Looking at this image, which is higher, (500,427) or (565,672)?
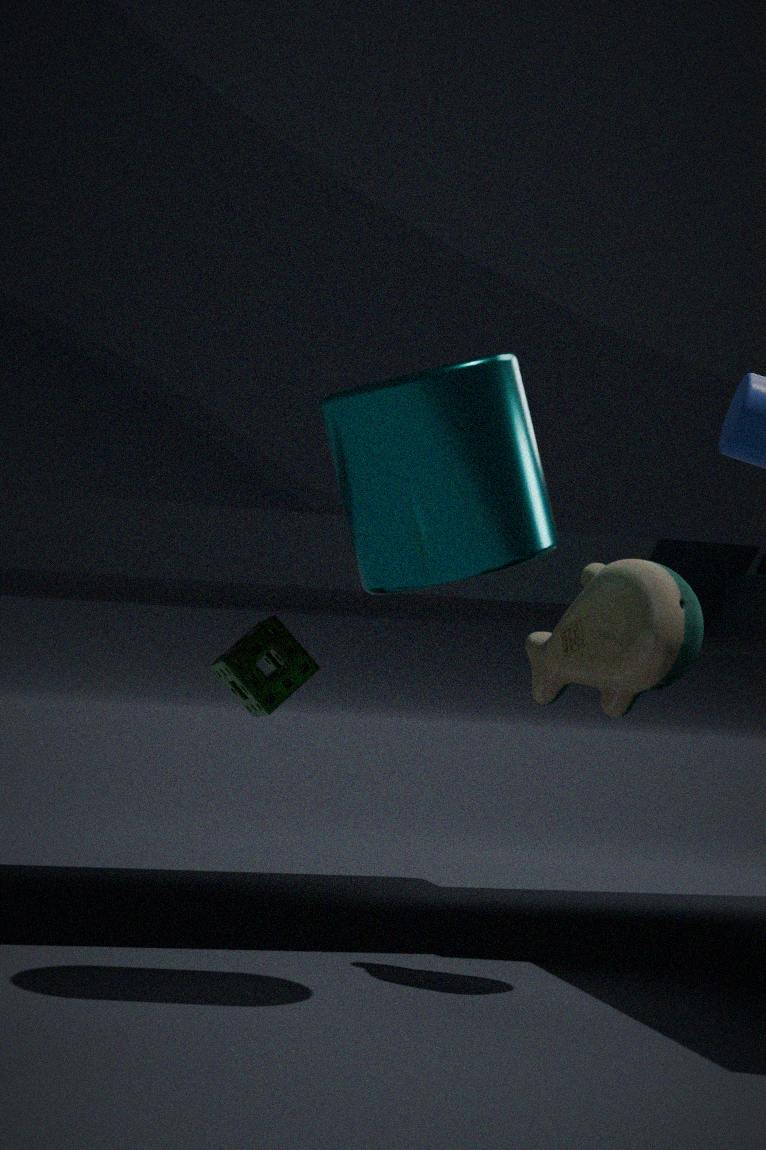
(500,427)
